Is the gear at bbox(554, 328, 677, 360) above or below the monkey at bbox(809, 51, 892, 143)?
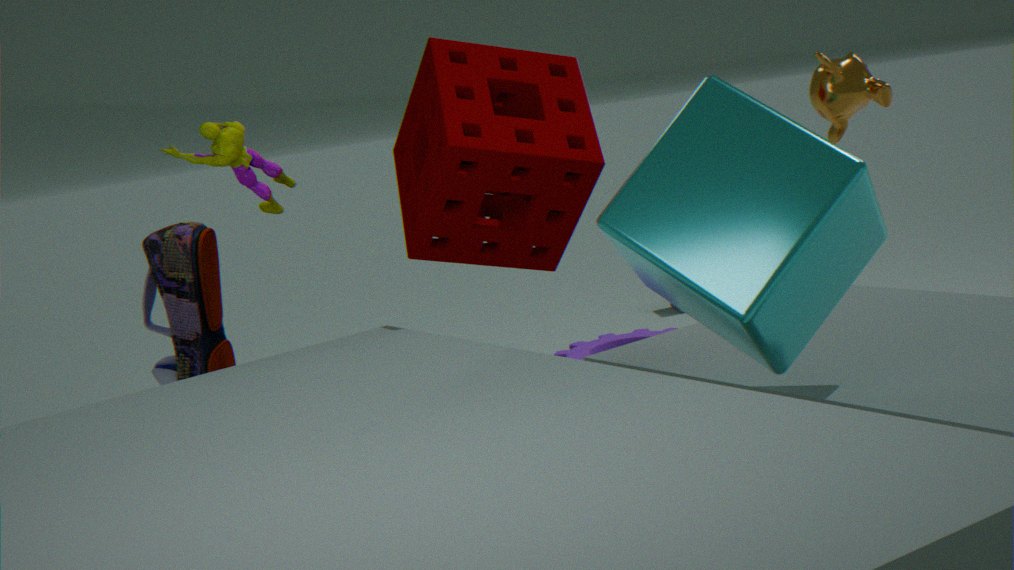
below
